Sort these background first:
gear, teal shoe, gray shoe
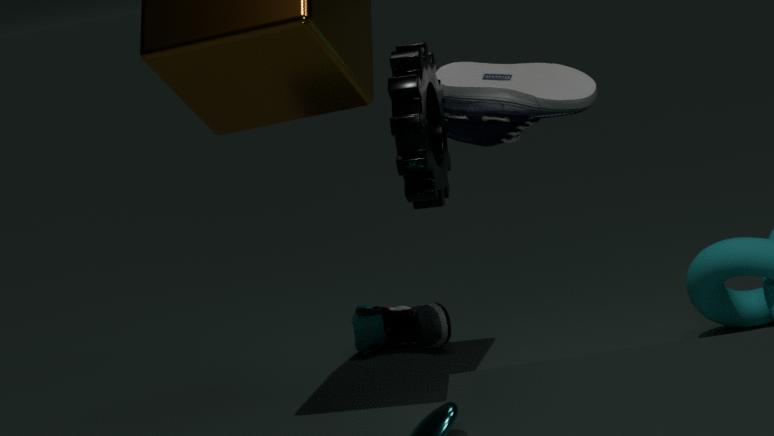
teal shoe
gray shoe
gear
